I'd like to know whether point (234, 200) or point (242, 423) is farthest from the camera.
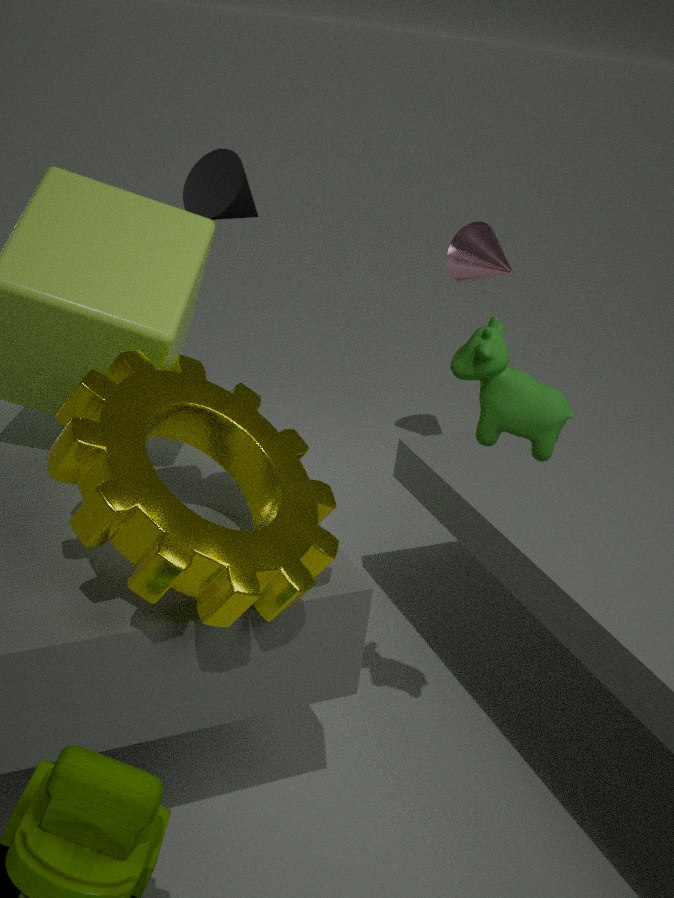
point (234, 200)
